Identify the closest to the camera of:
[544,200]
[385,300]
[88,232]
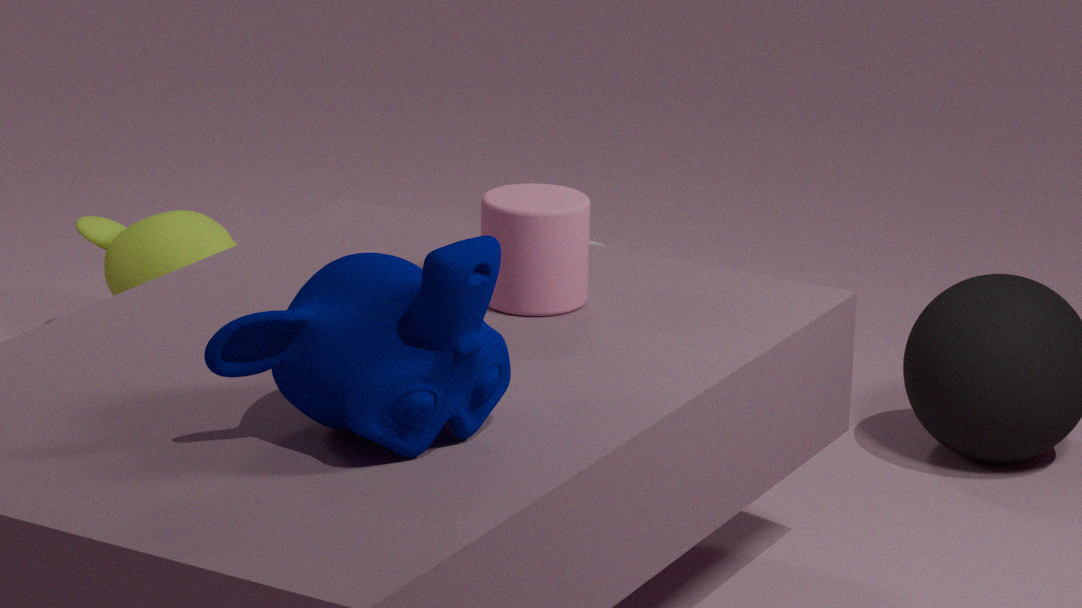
[385,300]
